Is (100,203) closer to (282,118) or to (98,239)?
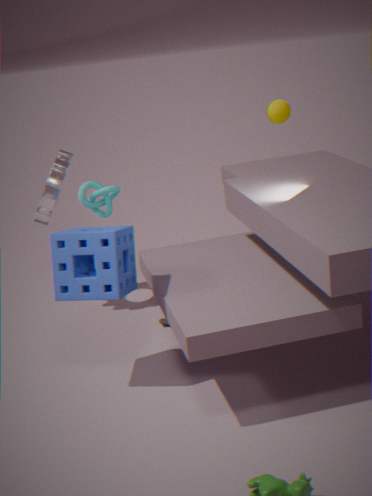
(98,239)
